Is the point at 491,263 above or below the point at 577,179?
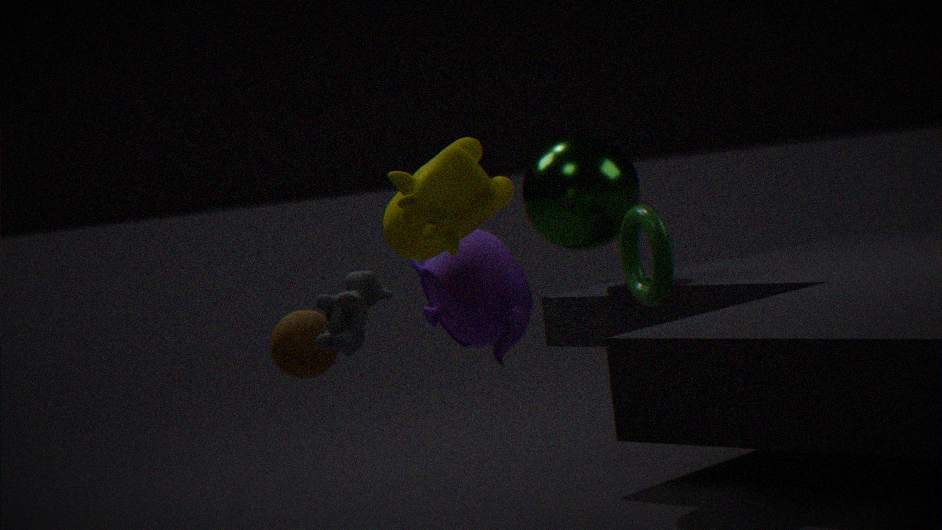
below
